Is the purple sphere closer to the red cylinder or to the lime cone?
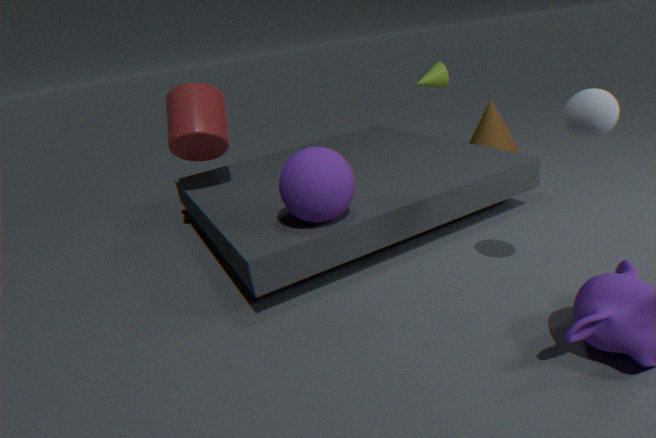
the red cylinder
